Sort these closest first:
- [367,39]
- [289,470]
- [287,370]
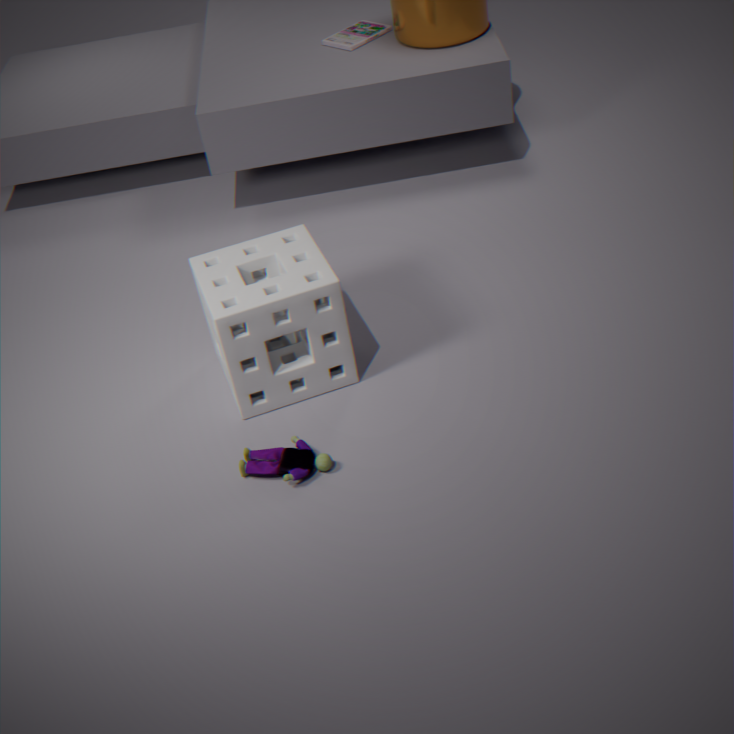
[289,470], [287,370], [367,39]
